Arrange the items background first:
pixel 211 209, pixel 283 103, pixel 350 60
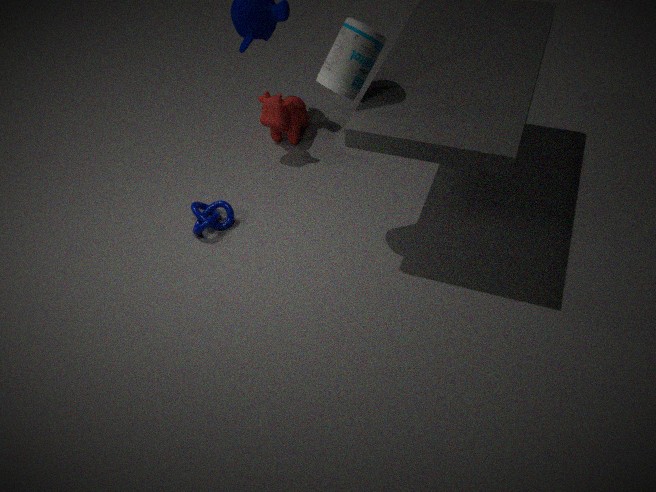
pixel 283 103 < pixel 211 209 < pixel 350 60
